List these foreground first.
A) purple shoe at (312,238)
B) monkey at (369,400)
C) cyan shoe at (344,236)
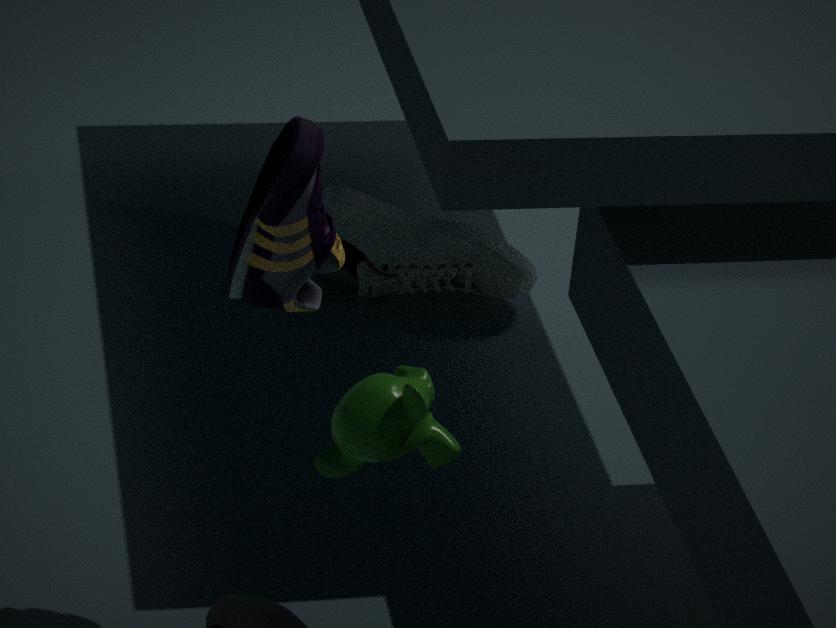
purple shoe at (312,238) → monkey at (369,400) → cyan shoe at (344,236)
